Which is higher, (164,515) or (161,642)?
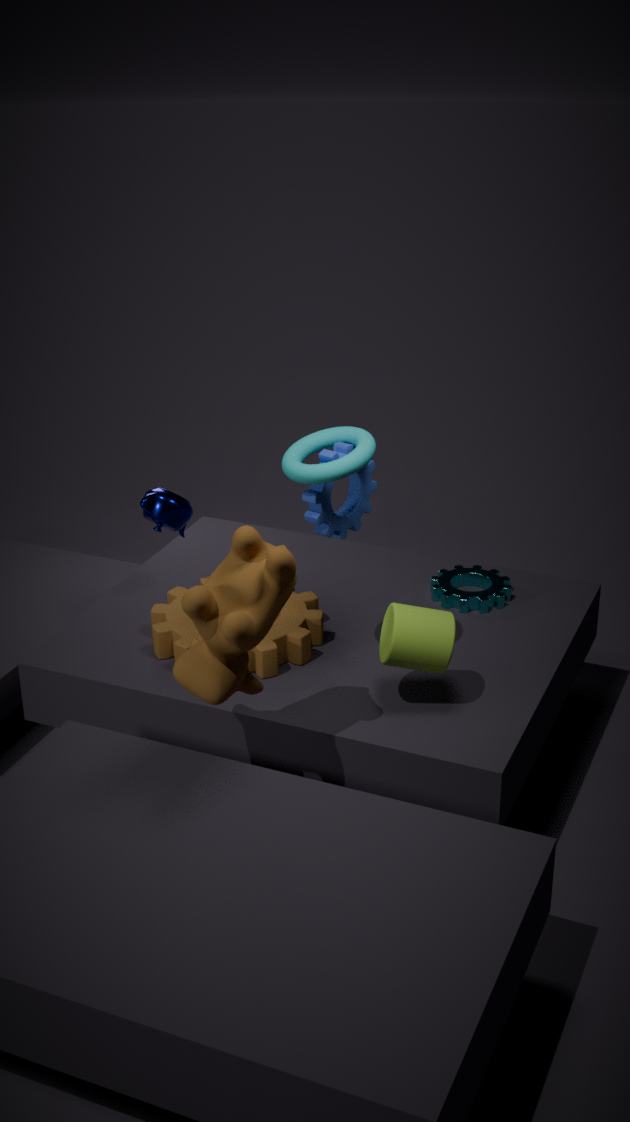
(164,515)
